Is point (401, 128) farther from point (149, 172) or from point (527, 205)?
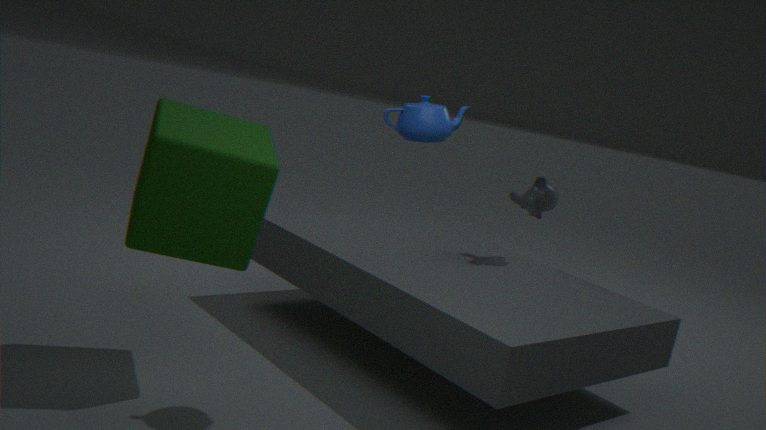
point (527, 205)
